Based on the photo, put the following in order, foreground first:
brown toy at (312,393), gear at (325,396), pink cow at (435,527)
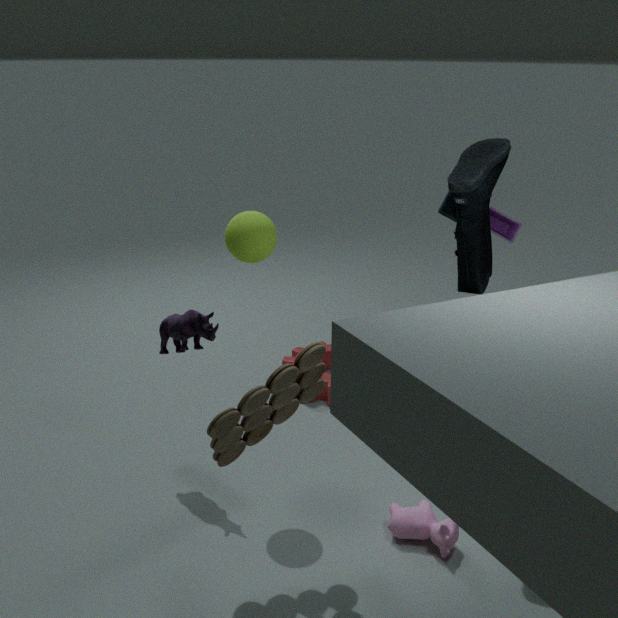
brown toy at (312,393), pink cow at (435,527), gear at (325,396)
